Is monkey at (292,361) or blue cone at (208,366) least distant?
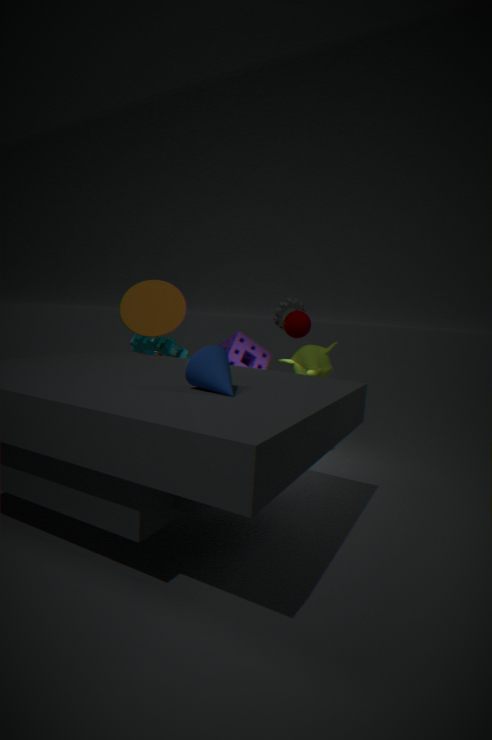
blue cone at (208,366)
